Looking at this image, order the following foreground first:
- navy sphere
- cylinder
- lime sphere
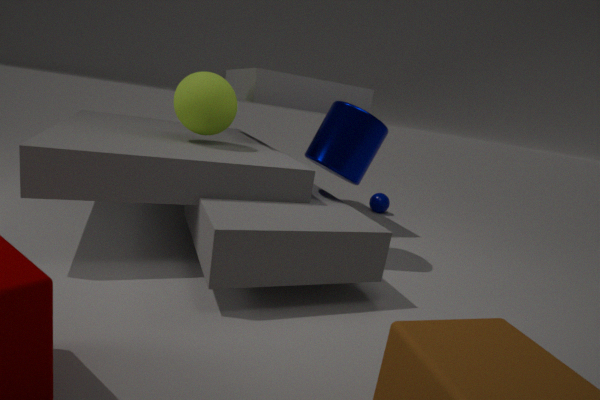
cylinder < lime sphere < navy sphere
